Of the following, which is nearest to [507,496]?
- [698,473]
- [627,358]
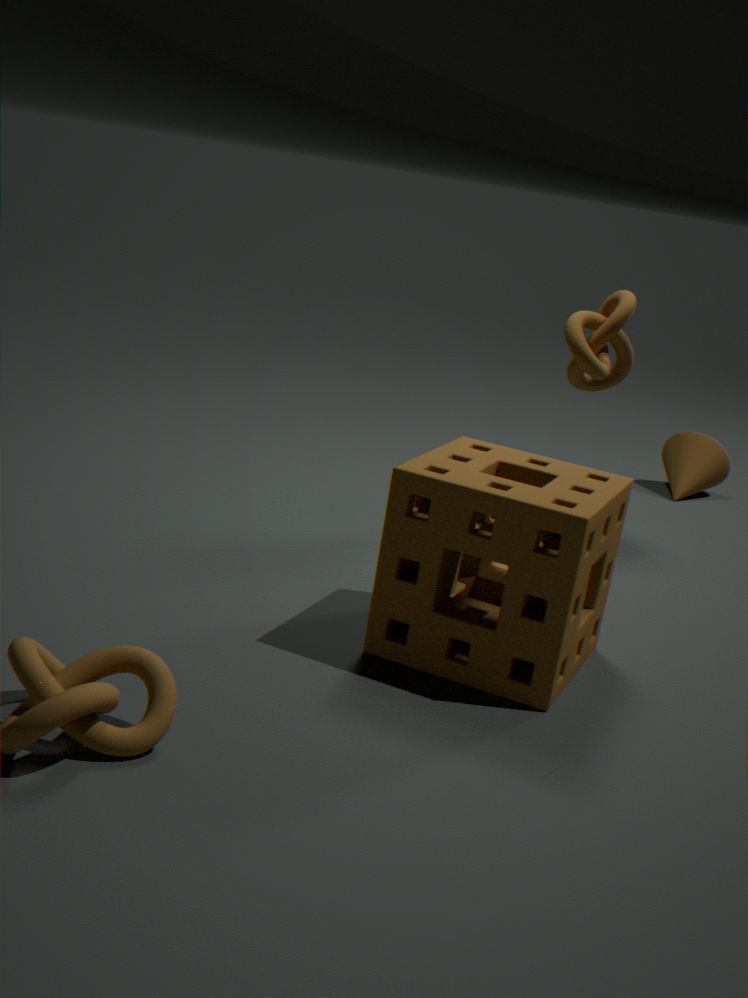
[627,358]
